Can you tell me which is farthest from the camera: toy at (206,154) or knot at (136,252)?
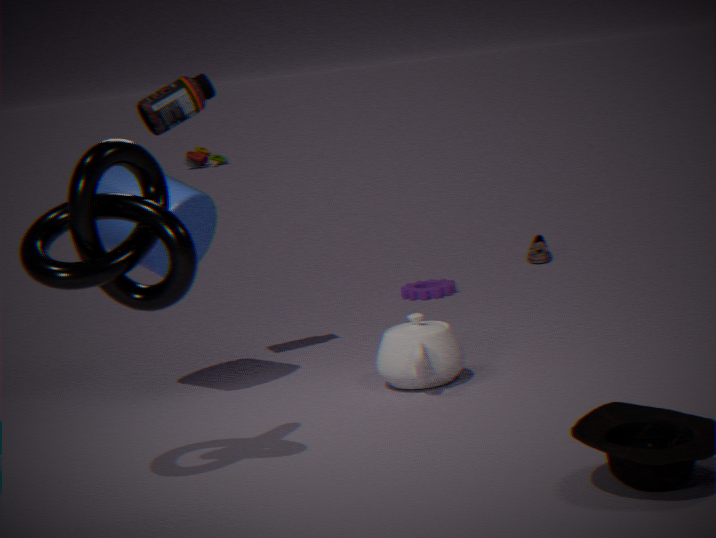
toy at (206,154)
